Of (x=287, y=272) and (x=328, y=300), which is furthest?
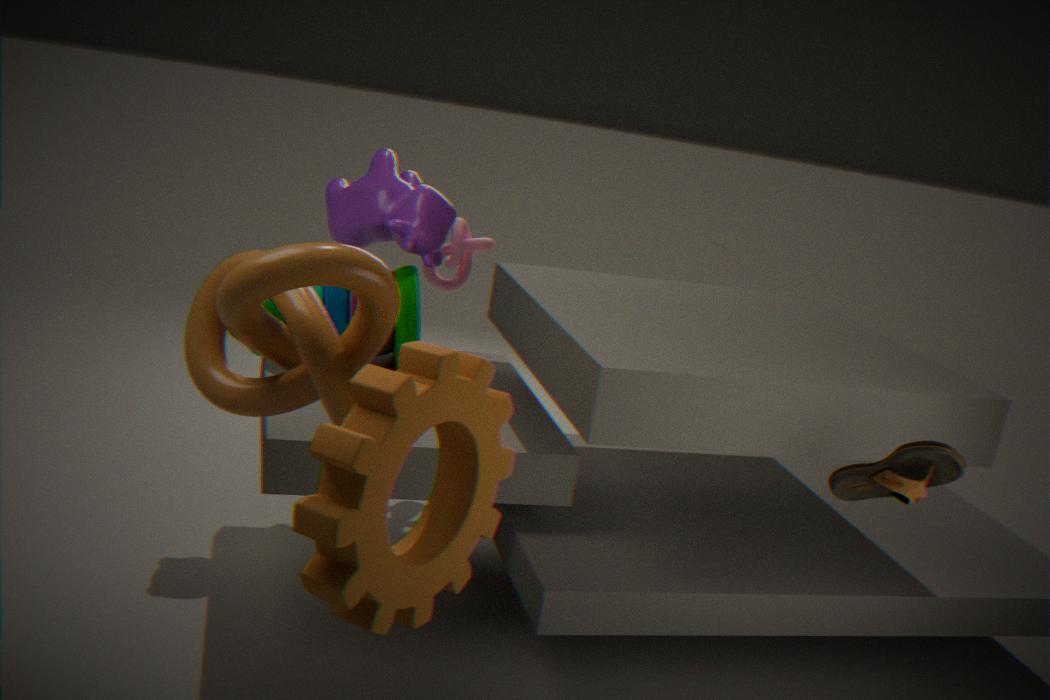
(x=328, y=300)
